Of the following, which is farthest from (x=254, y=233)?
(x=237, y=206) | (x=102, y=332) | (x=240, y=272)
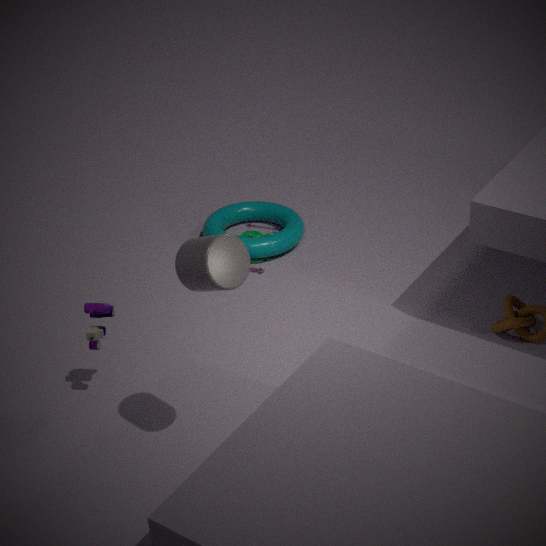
(x=240, y=272)
